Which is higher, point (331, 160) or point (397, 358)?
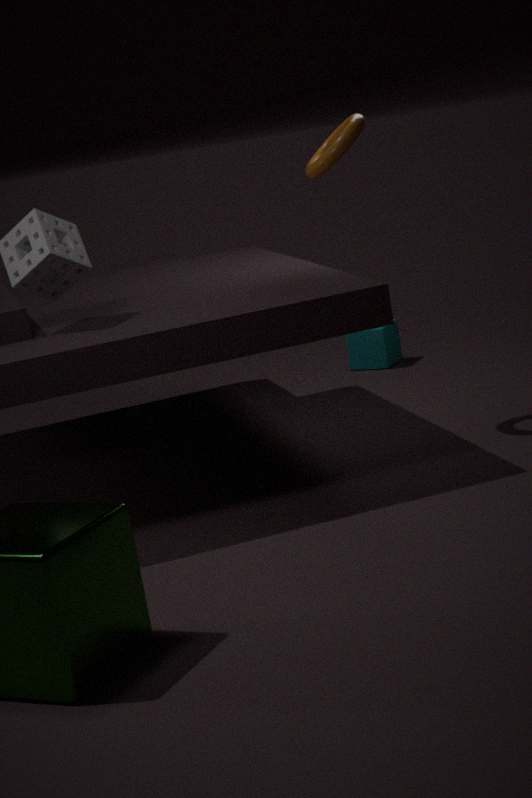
point (331, 160)
